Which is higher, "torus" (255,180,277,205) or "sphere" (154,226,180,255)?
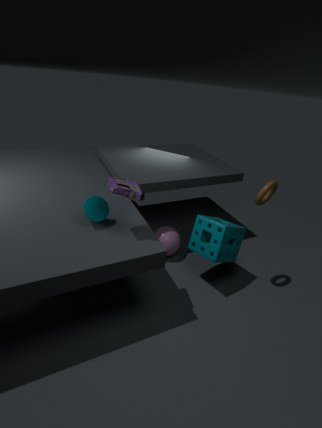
"torus" (255,180,277,205)
